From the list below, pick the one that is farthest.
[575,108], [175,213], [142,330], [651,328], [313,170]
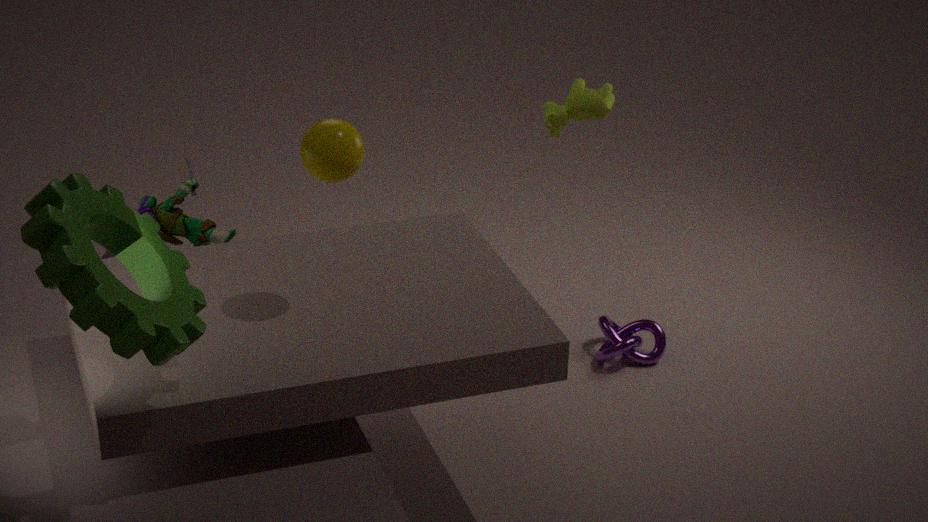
[651,328]
